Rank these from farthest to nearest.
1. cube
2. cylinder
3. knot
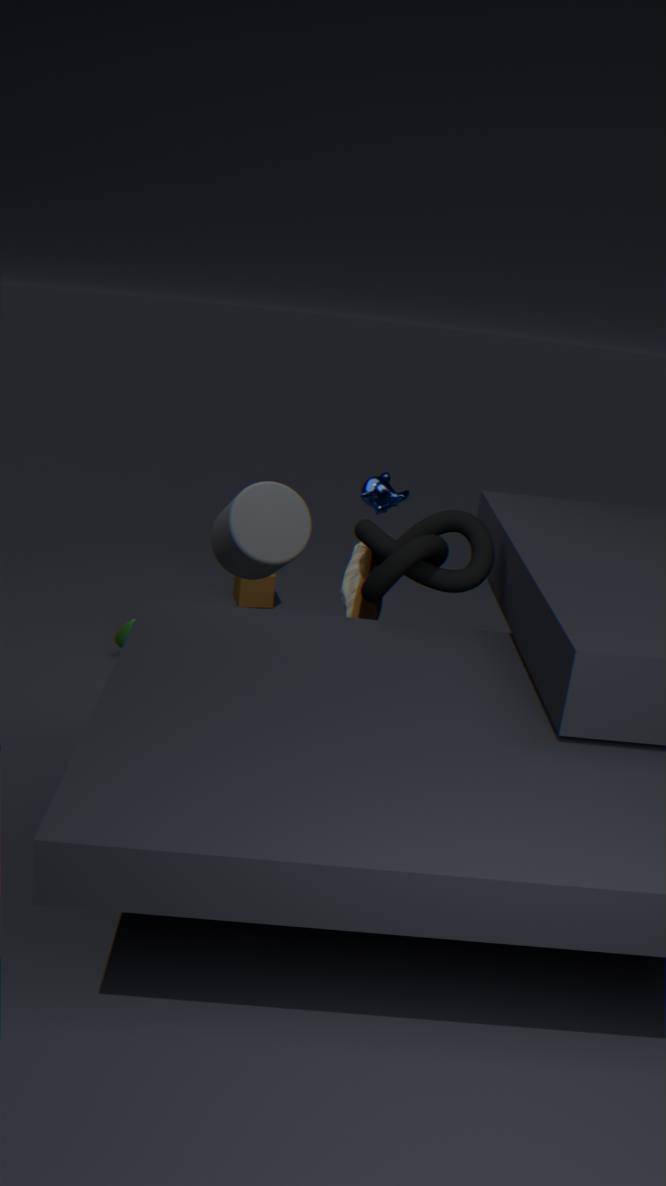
1. cube
2. cylinder
3. knot
